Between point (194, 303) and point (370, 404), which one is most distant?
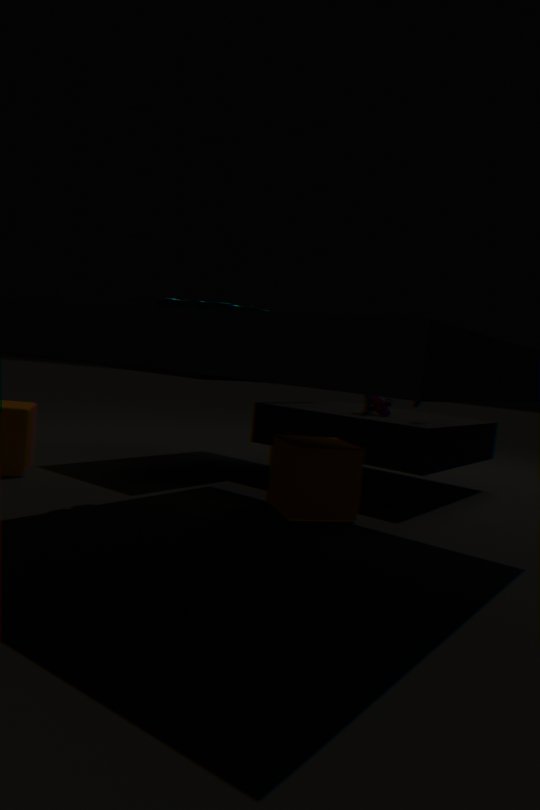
point (370, 404)
